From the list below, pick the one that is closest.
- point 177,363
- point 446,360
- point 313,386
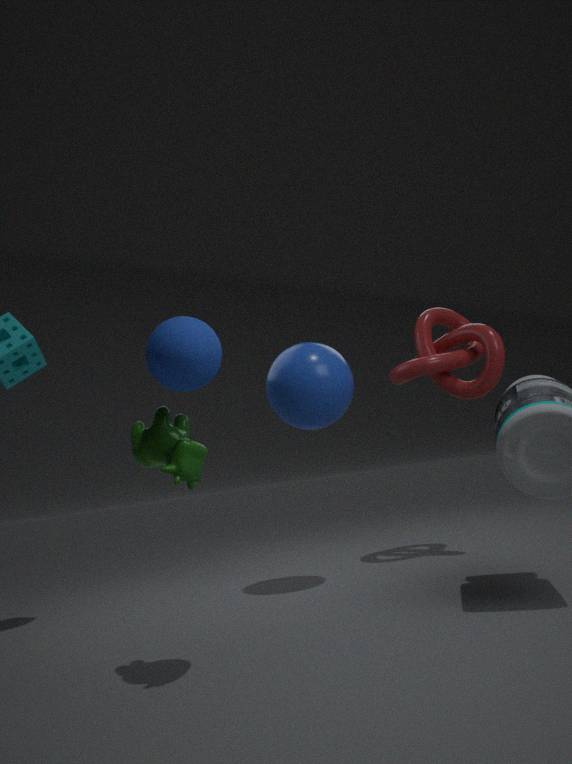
point 177,363
